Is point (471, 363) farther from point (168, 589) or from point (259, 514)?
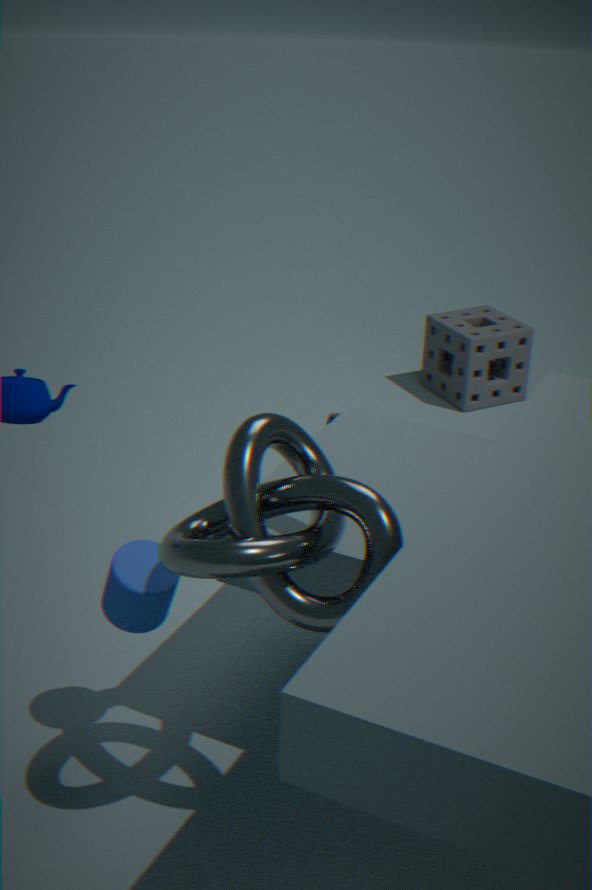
point (259, 514)
